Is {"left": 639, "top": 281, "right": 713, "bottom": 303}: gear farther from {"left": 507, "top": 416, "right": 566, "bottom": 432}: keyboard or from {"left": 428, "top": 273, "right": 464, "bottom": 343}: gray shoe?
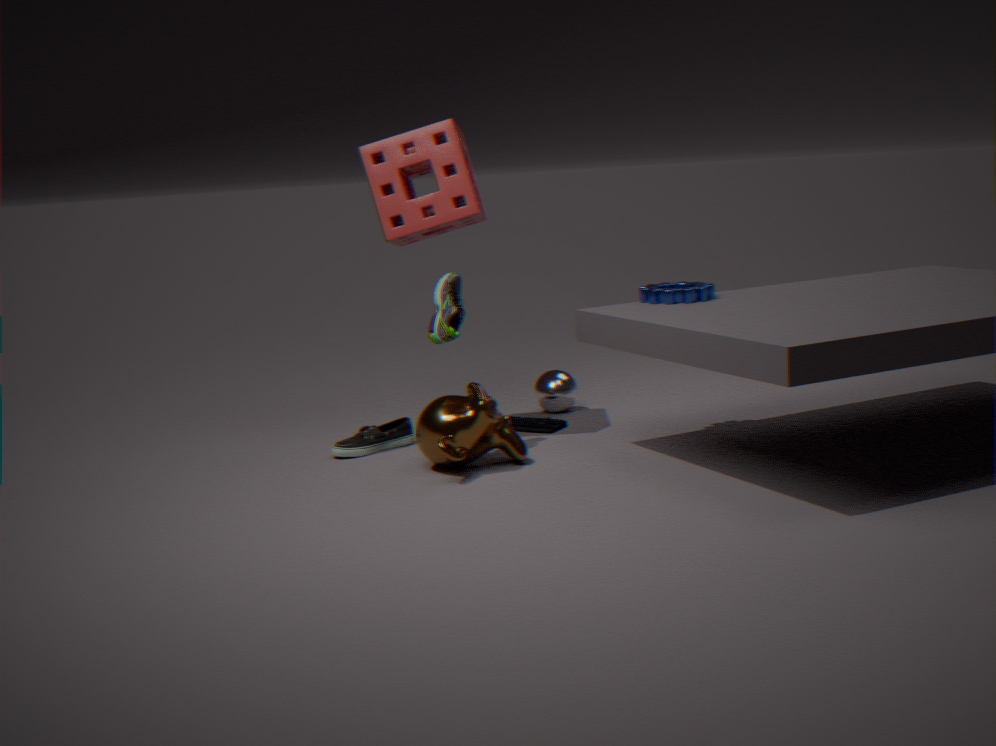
{"left": 428, "top": 273, "right": 464, "bottom": 343}: gray shoe
